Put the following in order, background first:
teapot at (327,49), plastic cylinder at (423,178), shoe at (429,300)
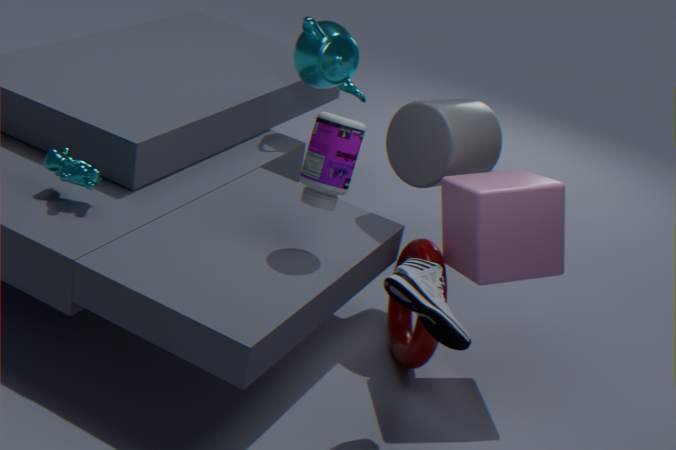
1. teapot at (327,49)
2. plastic cylinder at (423,178)
3. shoe at (429,300)
